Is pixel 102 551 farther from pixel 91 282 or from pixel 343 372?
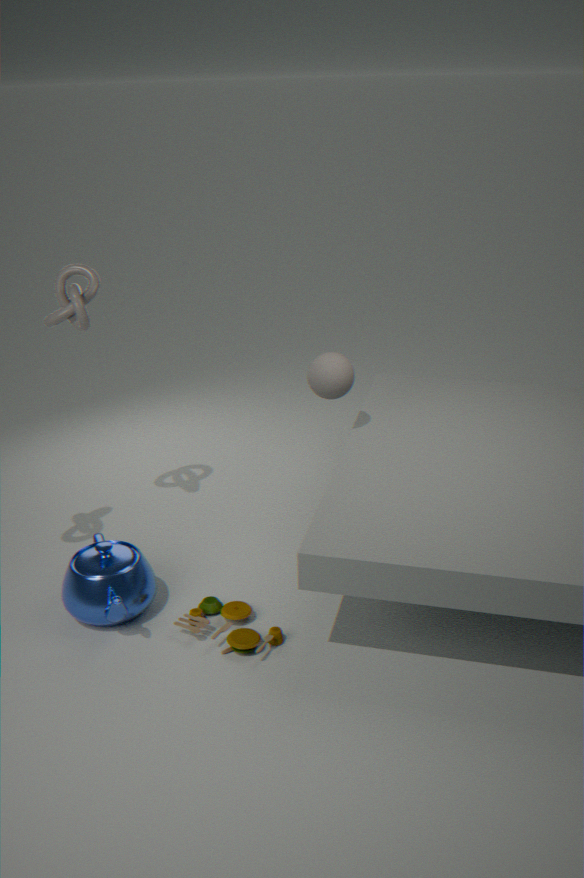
pixel 343 372
